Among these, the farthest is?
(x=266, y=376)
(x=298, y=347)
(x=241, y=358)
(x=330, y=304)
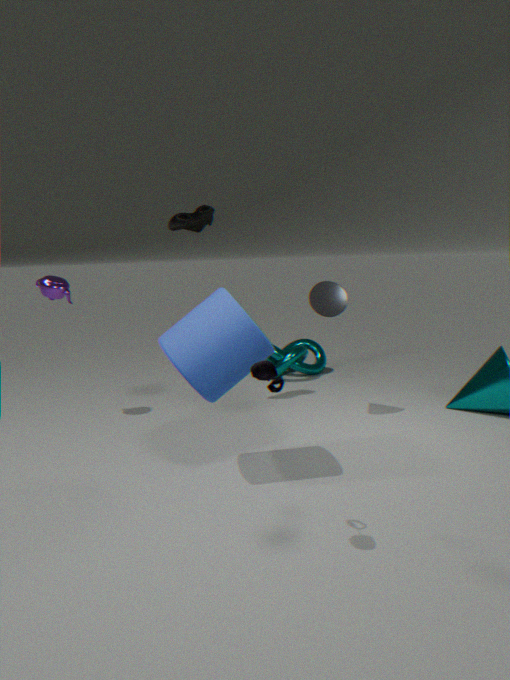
(x=298, y=347)
